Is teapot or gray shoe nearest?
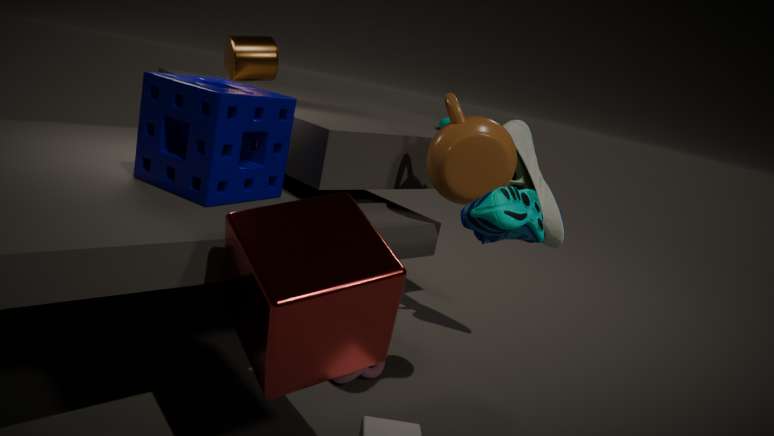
teapot
